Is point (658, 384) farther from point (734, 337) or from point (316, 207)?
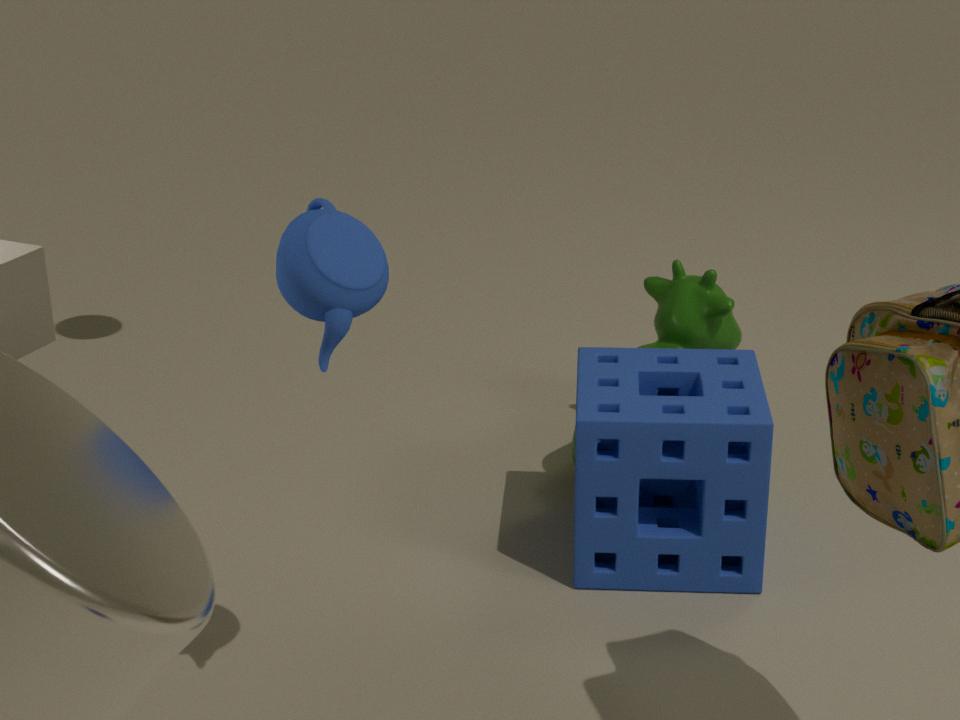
point (316, 207)
